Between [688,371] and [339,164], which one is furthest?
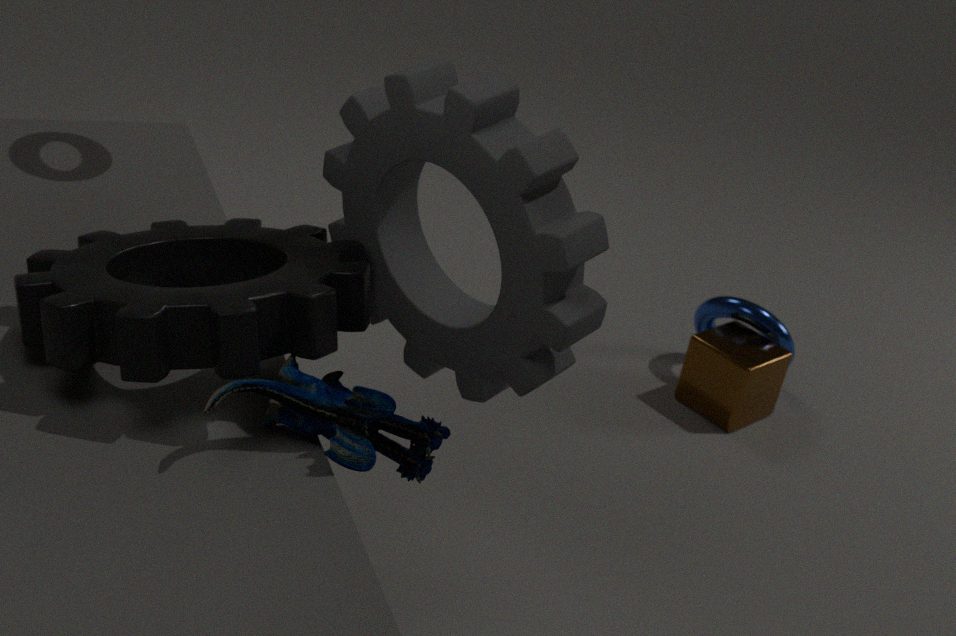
[688,371]
